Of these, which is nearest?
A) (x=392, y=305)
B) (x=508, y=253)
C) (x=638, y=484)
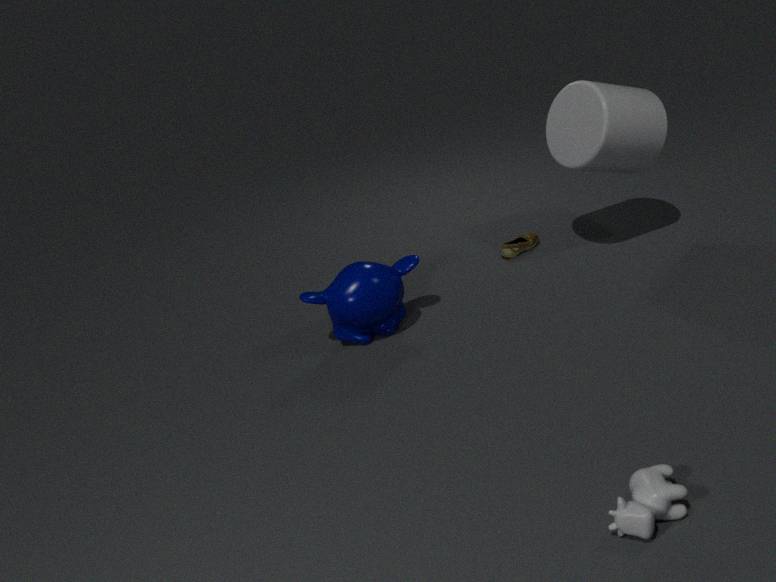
(x=638, y=484)
